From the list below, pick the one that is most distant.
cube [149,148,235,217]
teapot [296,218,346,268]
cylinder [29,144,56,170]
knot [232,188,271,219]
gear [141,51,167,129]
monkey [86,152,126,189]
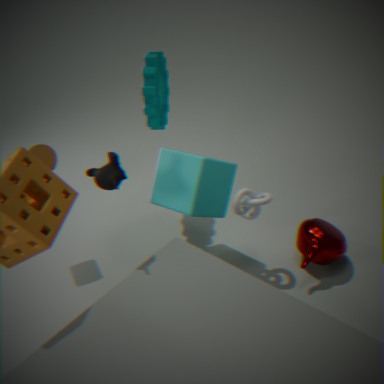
gear [141,51,167,129]
